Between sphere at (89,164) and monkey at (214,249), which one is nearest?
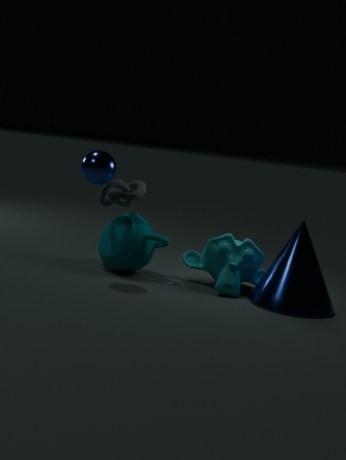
sphere at (89,164)
